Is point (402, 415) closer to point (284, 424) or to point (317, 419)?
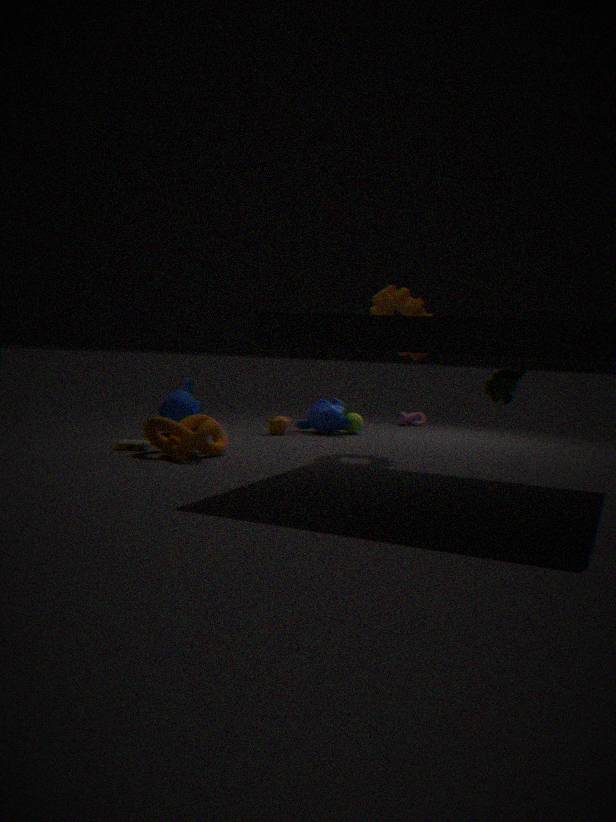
point (317, 419)
